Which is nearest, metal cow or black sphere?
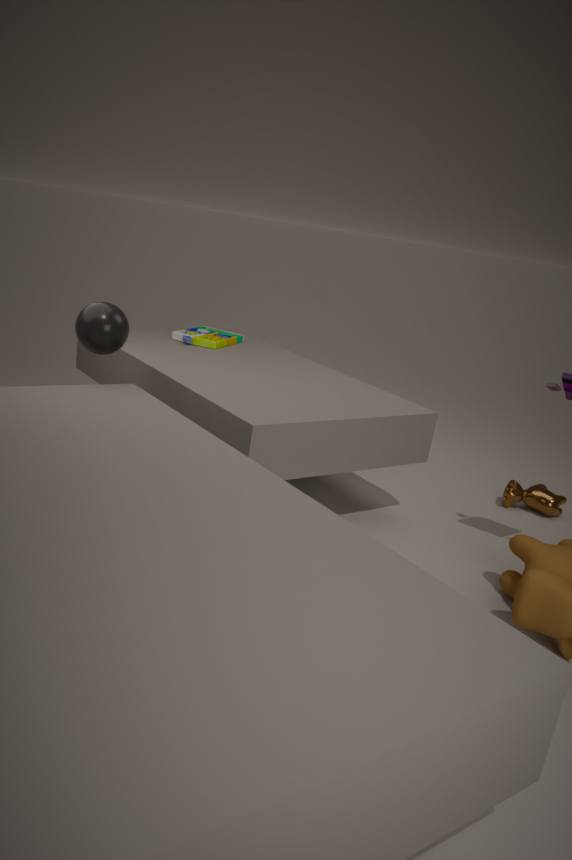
black sphere
